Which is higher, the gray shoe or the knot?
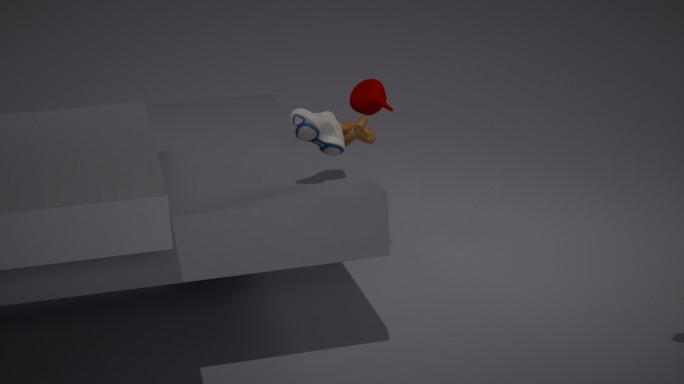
the gray shoe
